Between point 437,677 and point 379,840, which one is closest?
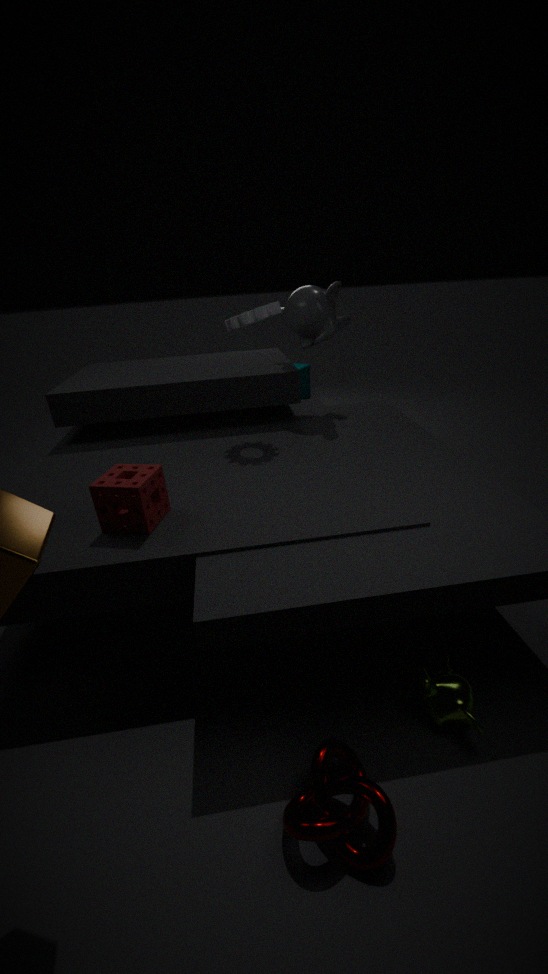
point 379,840
